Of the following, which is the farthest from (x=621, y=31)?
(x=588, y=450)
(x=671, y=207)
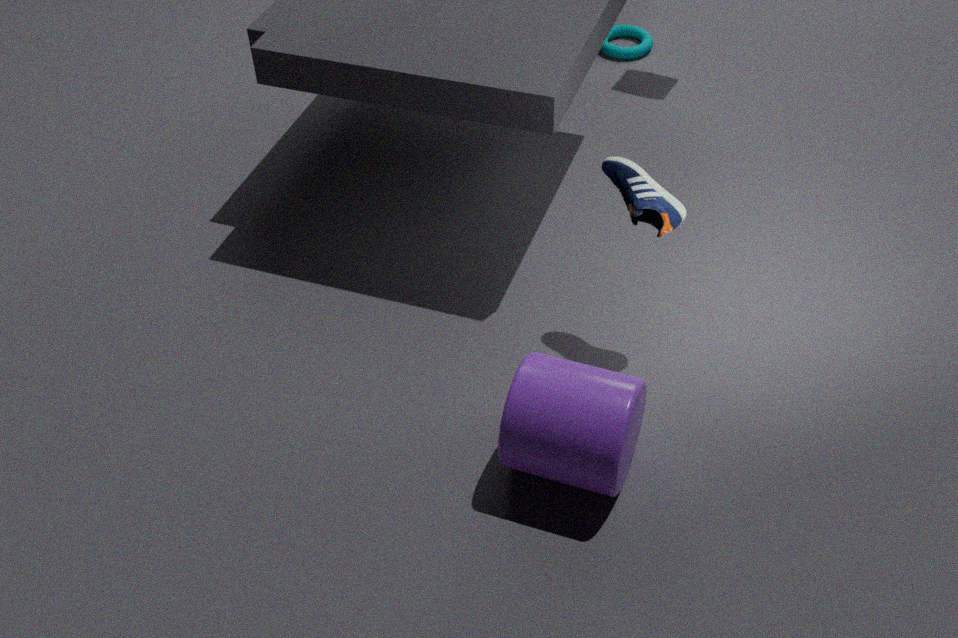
(x=588, y=450)
